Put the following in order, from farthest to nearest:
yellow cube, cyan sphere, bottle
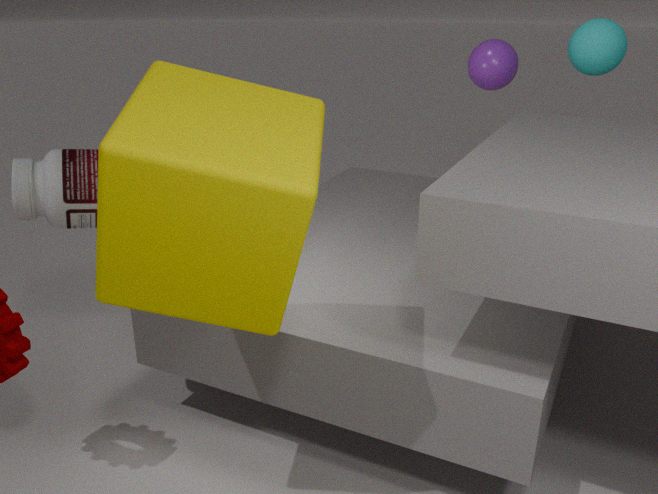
cyan sphere, bottle, yellow cube
